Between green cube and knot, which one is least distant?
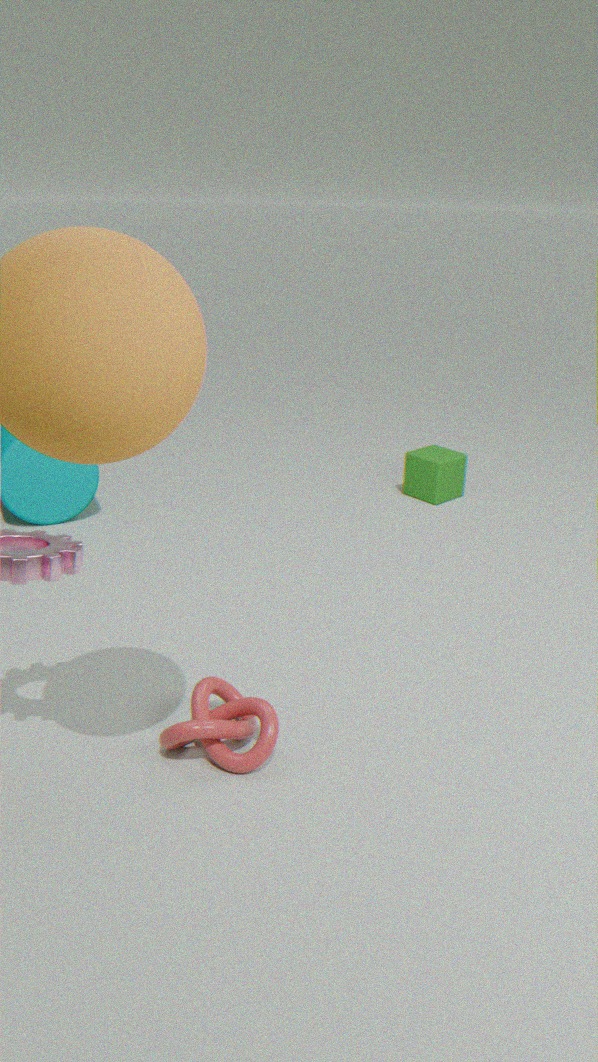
knot
